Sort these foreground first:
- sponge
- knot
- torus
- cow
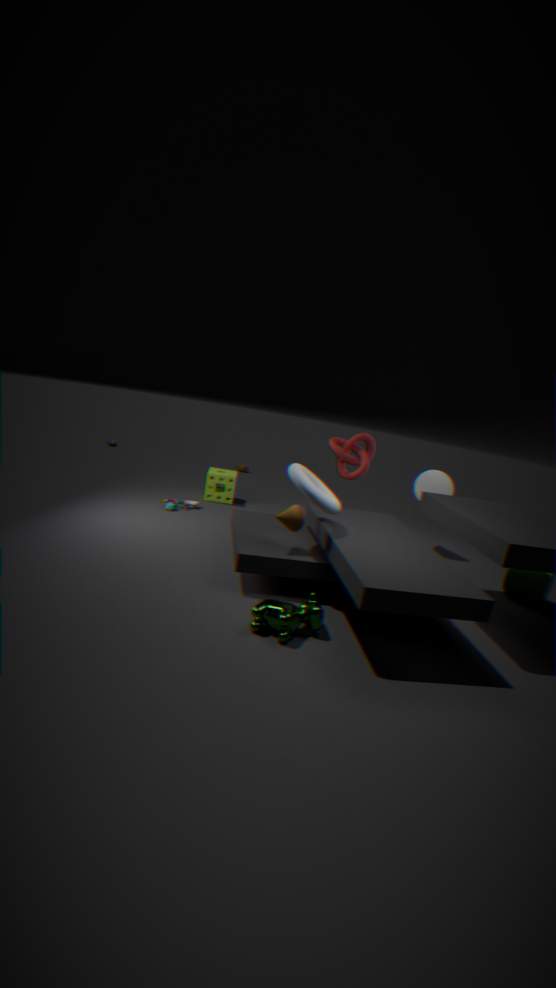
cow
torus
knot
sponge
